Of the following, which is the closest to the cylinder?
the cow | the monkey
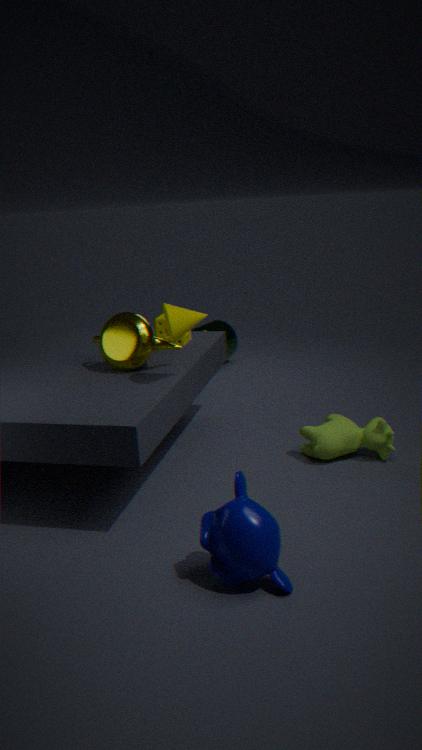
the cow
